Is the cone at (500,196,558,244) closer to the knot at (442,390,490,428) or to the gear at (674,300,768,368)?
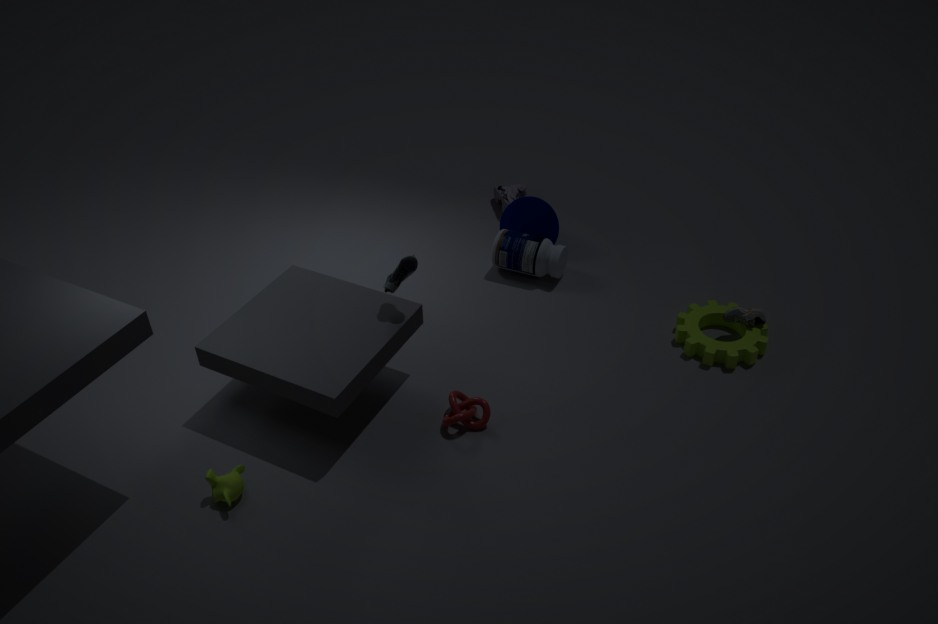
the gear at (674,300,768,368)
